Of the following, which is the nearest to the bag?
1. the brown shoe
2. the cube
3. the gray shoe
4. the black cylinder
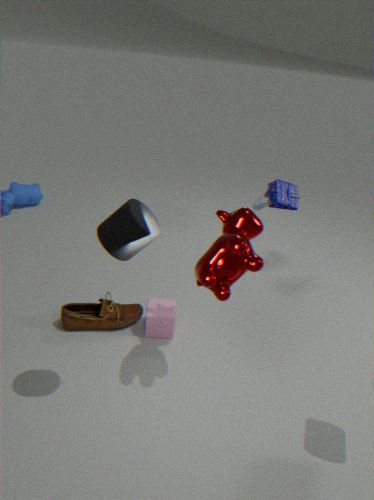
the gray shoe
